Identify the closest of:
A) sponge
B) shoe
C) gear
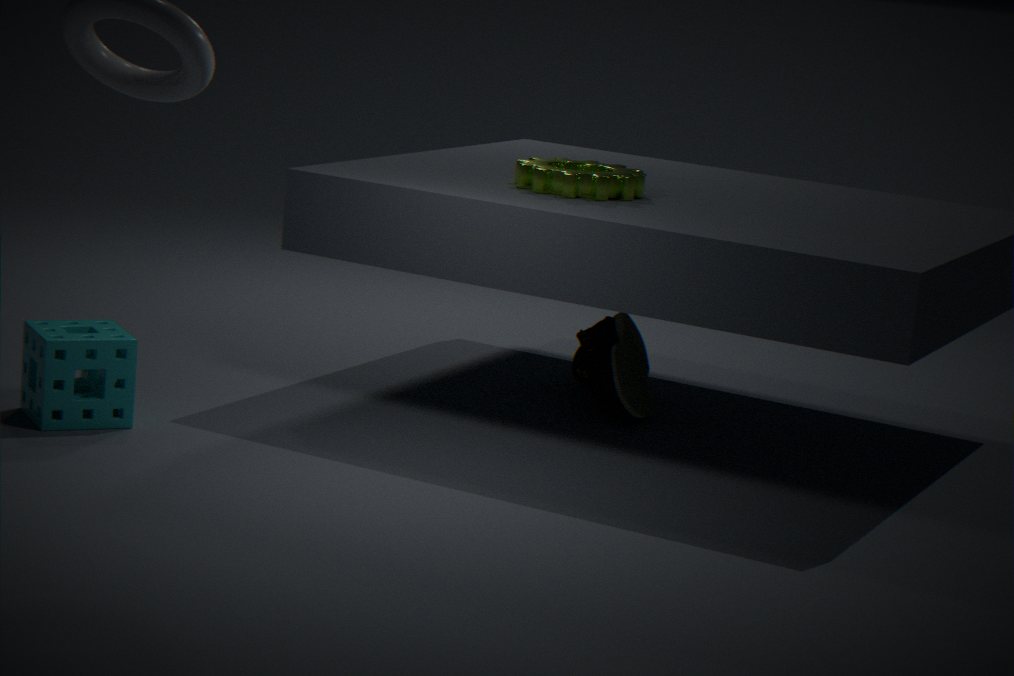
sponge
